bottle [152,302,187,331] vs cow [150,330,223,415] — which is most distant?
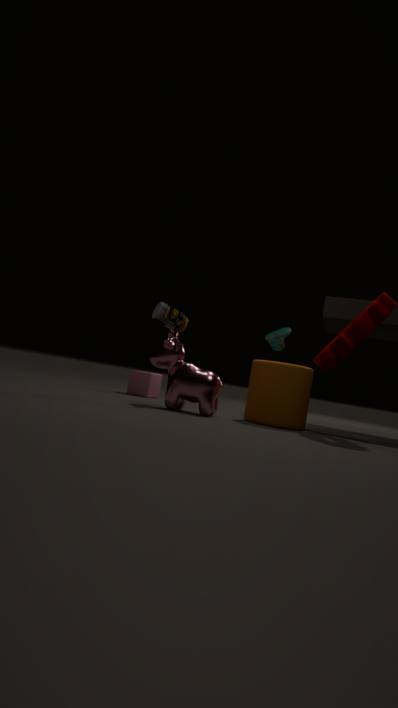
bottle [152,302,187,331]
